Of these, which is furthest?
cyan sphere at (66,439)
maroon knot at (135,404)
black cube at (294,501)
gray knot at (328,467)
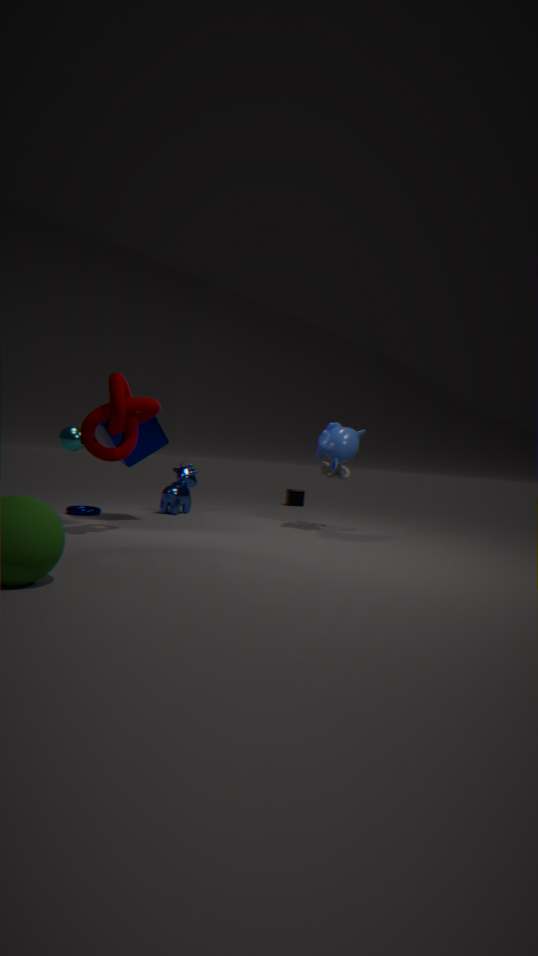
black cube at (294,501)
